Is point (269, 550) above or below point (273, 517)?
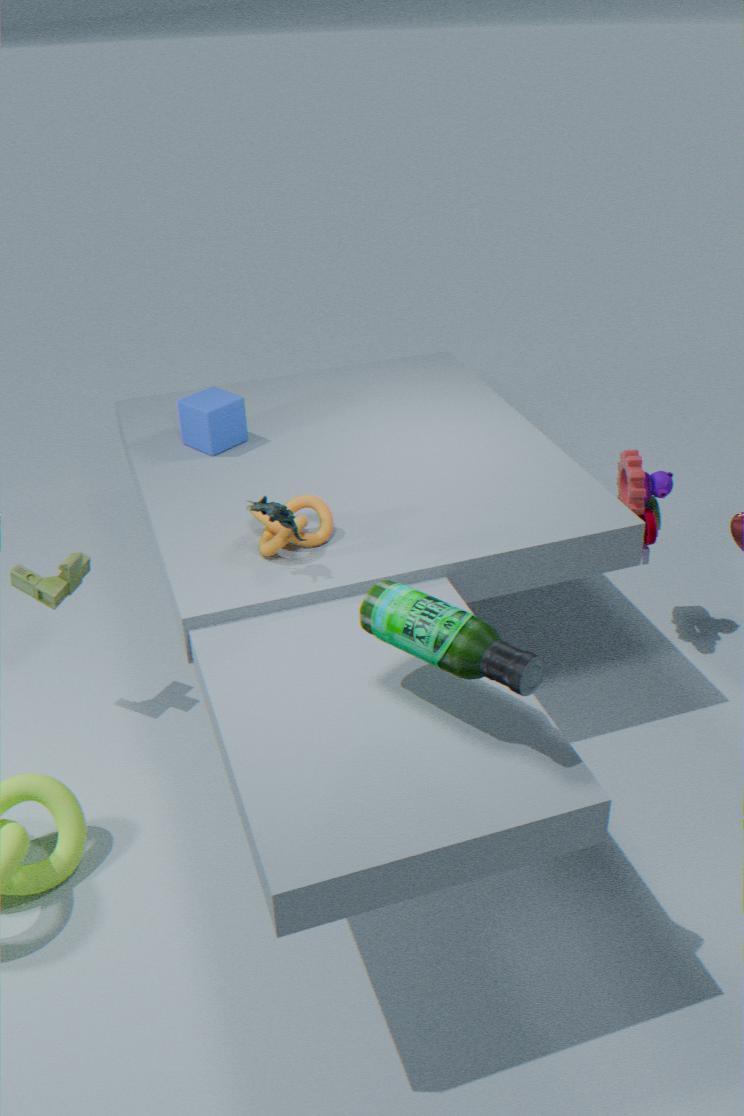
below
